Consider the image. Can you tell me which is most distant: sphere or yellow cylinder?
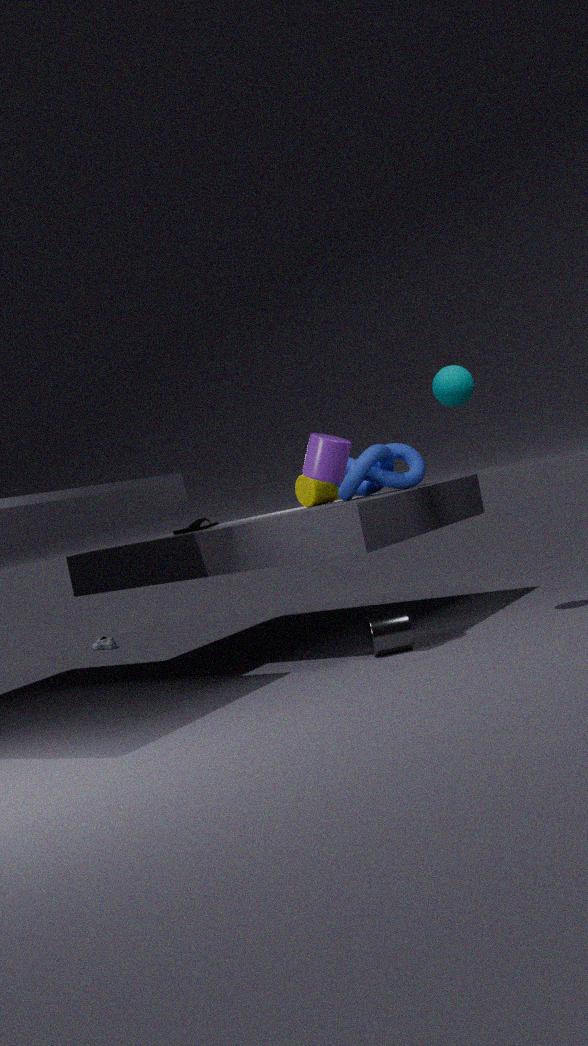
yellow cylinder
